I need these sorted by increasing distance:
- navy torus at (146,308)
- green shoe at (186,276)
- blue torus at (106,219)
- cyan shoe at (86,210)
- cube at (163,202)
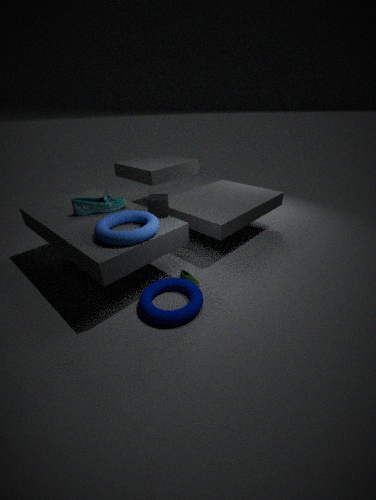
blue torus at (106,219) → navy torus at (146,308) → cube at (163,202) → green shoe at (186,276) → cyan shoe at (86,210)
